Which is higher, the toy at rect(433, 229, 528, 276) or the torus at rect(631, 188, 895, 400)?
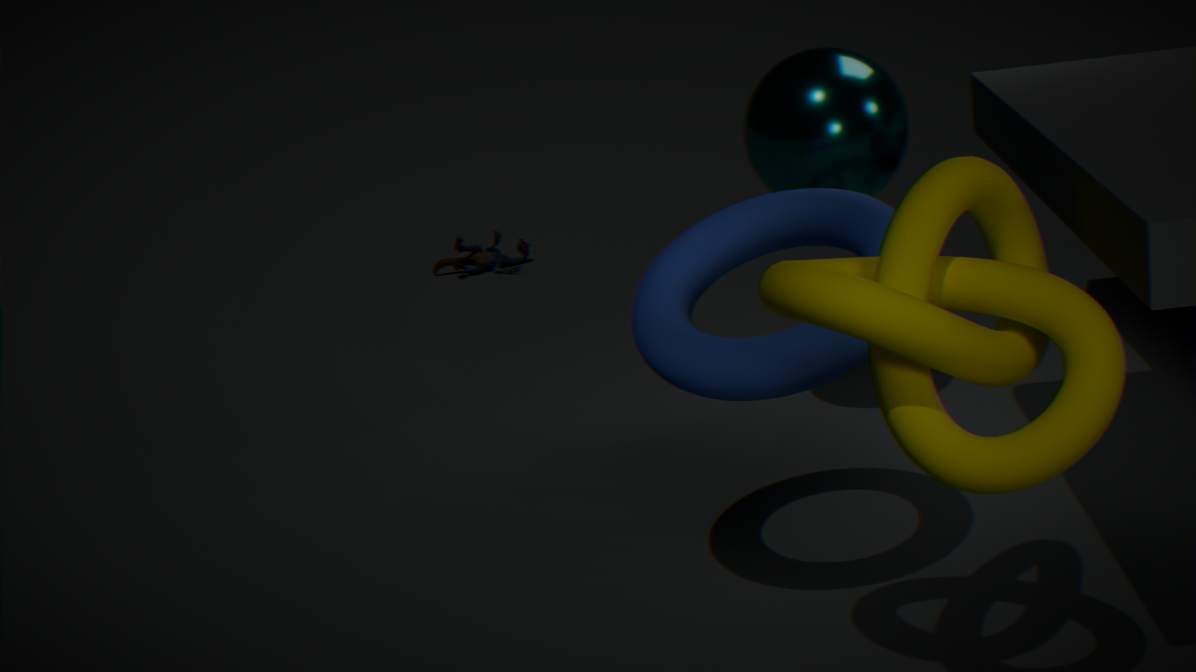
the torus at rect(631, 188, 895, 400)
